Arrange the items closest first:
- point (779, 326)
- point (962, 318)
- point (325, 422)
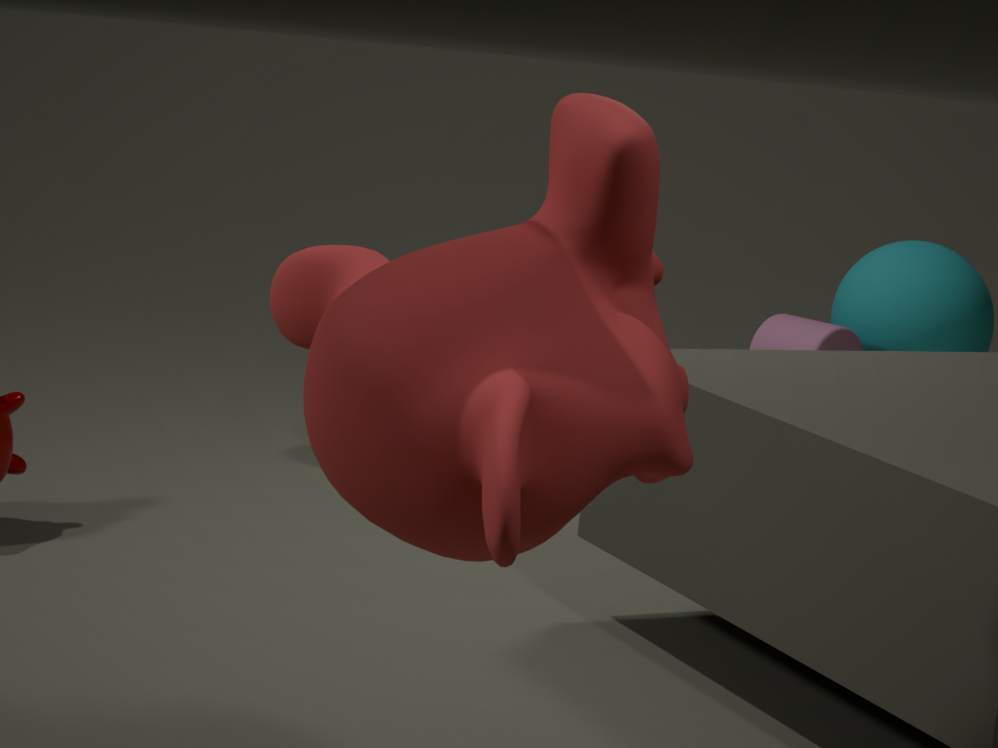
point (325, 422)
point (779, 326)
point (962, 318)
